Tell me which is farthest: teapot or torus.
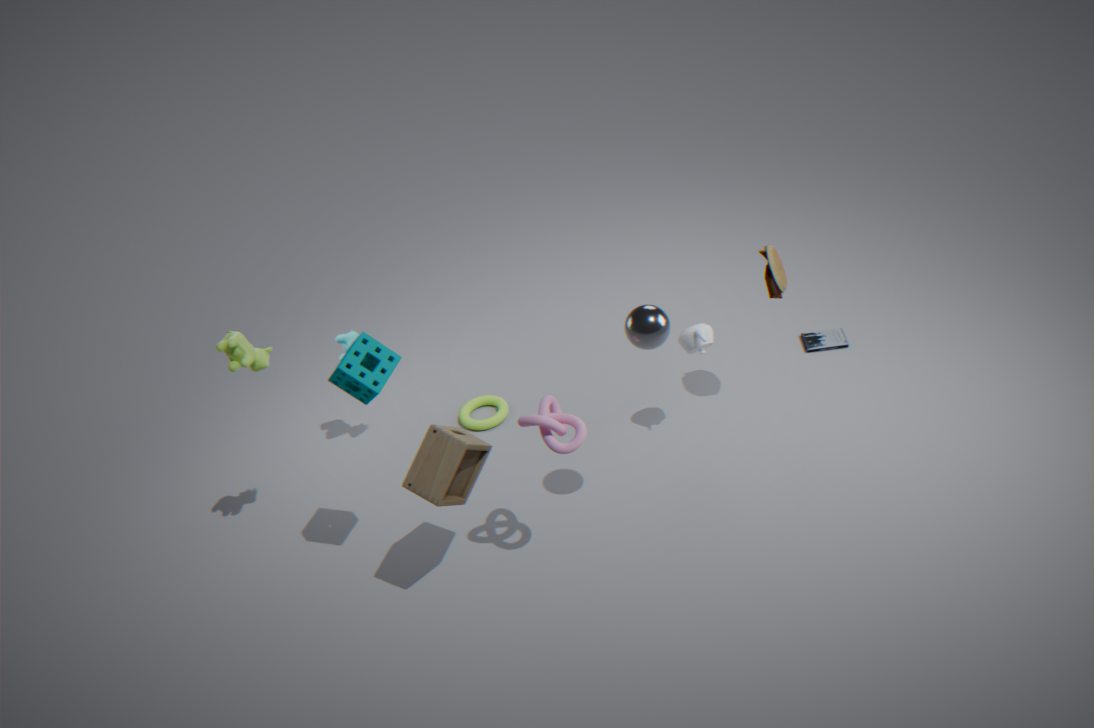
torus
